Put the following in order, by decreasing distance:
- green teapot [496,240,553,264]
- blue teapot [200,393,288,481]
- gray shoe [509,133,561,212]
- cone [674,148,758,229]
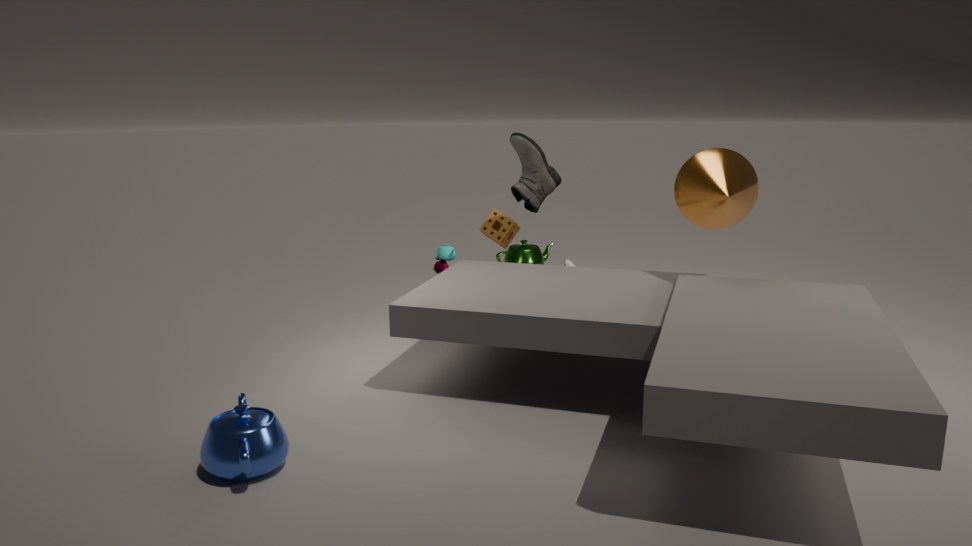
1. green teapot [496,240,553,264]
2. gray shoe [509,133,561,212]
3. cone [674,148,758,229]
4. blue teapot [200,393,288,481]
